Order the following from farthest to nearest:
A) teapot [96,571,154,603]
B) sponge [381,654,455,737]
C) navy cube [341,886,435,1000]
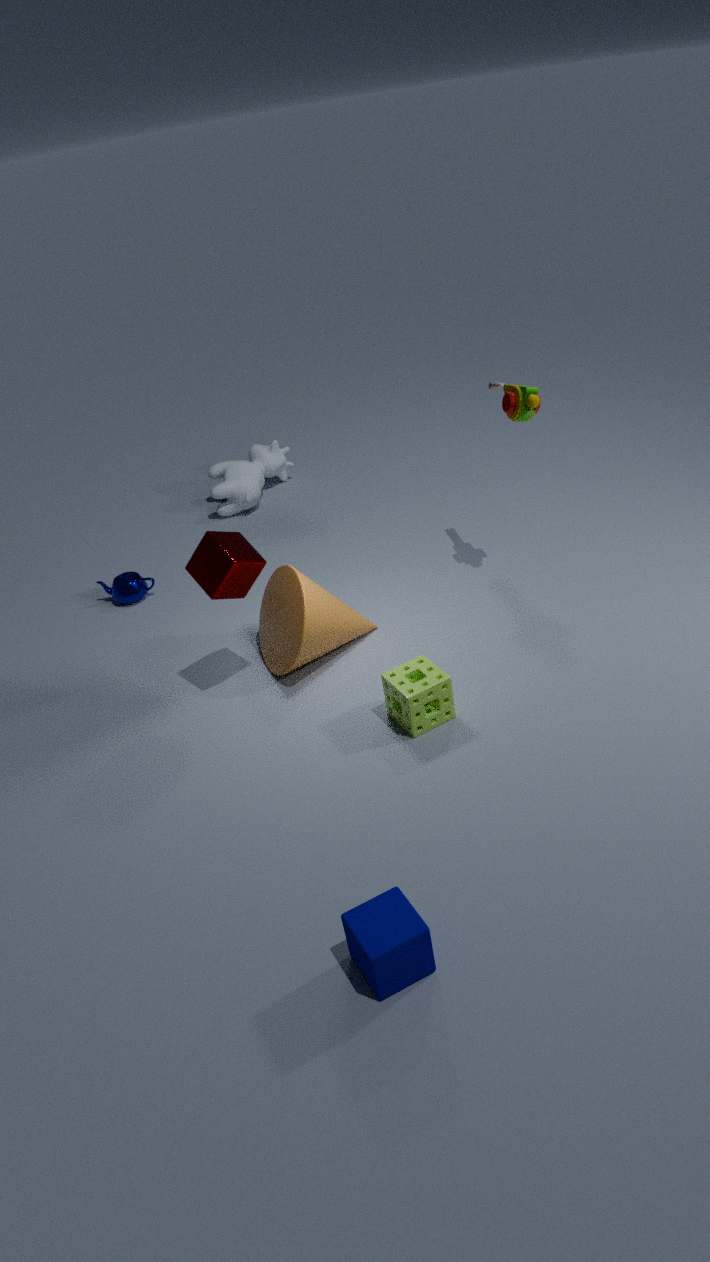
teapot [96,571,154,603], sponge [381,654,455,737], navy cube [341,886,435,1000]
